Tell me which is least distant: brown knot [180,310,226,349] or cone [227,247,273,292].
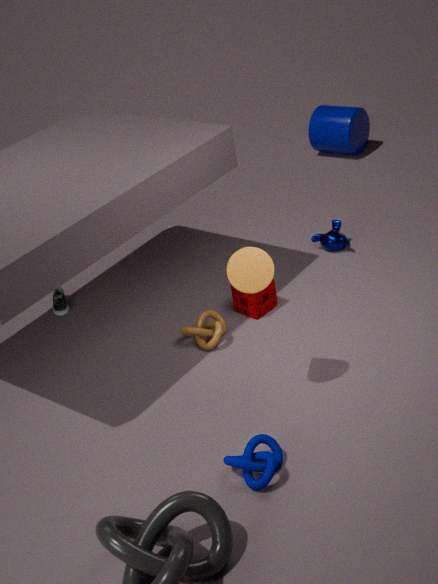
cone [227,247,273,292]
